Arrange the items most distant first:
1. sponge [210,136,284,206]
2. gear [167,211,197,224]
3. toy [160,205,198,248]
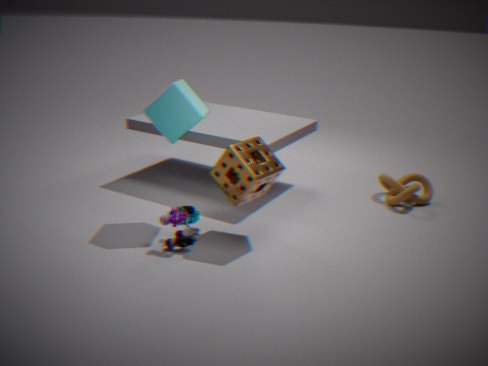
gear [167,211,197,224] < toy [160,205,198,248] < sponge [210,136,284,206]
